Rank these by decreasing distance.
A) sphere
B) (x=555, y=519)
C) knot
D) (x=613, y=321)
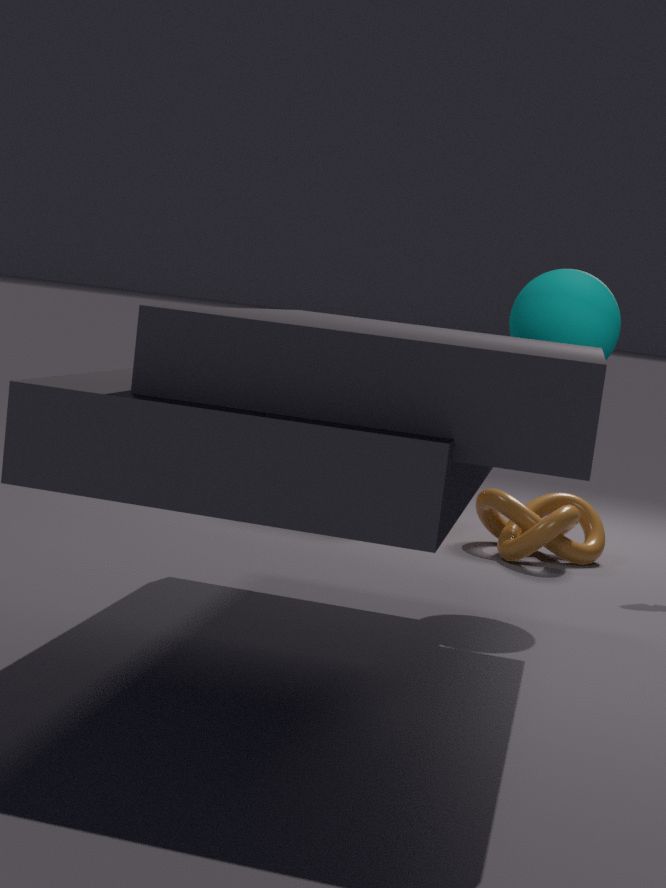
(x=555, y=519)
(x=613, y=321)
knot
sphere
